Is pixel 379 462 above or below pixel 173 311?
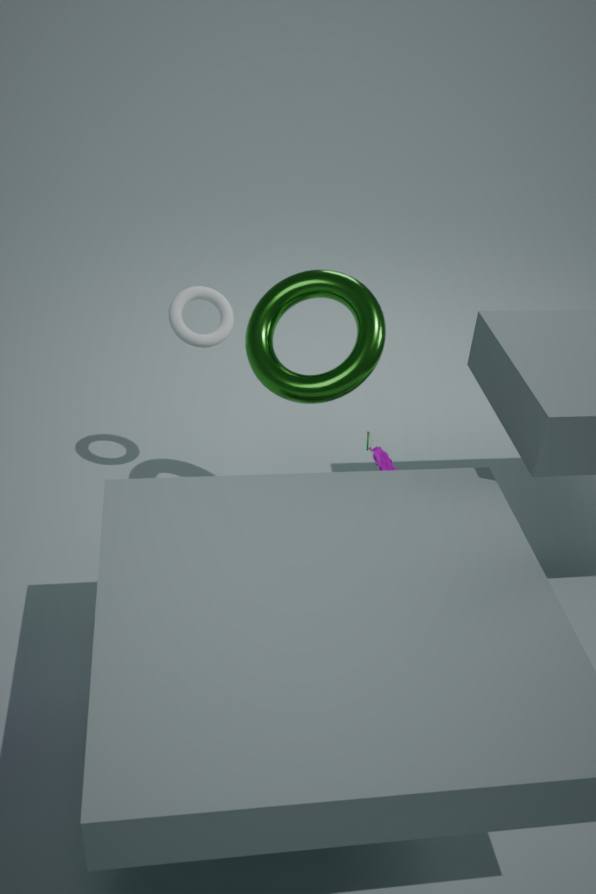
below
